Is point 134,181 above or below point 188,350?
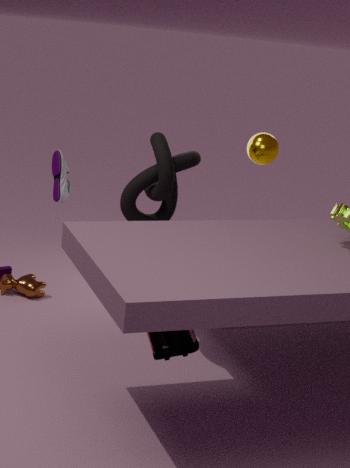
above
